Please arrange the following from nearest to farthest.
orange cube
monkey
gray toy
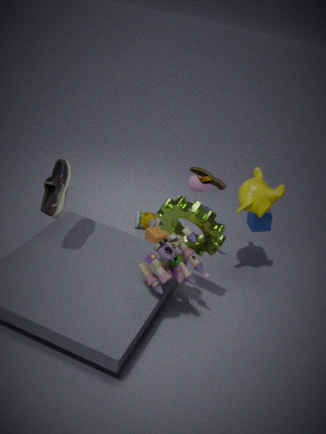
gray toy, monkey, orange cube
